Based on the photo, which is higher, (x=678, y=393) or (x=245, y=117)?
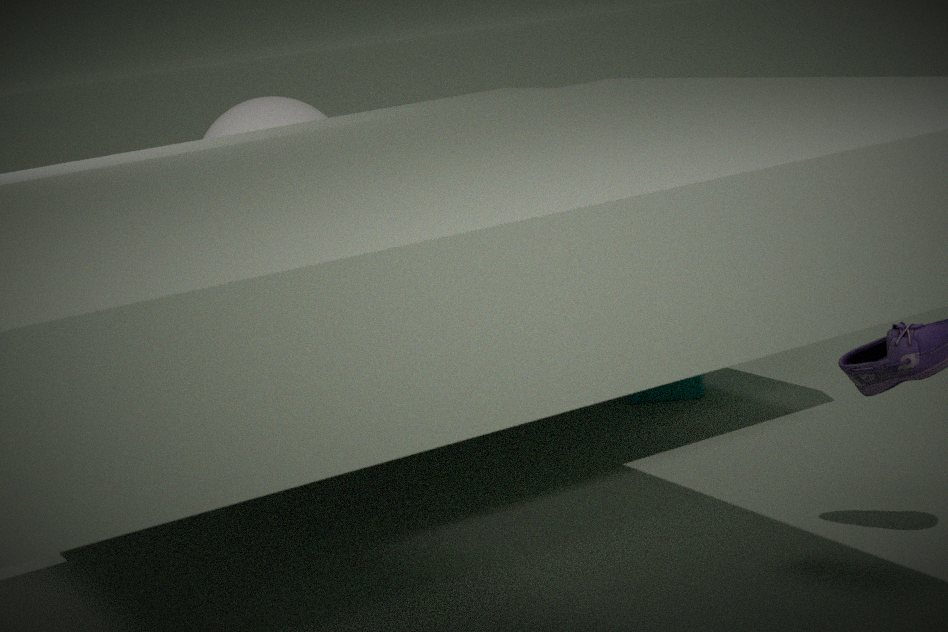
(x=245, y=117)
